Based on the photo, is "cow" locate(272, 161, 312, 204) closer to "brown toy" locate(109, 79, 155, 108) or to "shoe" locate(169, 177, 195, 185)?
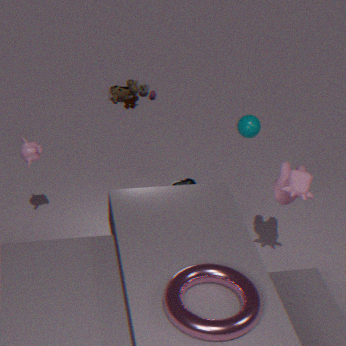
"shoe" locate(169, 177, 195, 185)
